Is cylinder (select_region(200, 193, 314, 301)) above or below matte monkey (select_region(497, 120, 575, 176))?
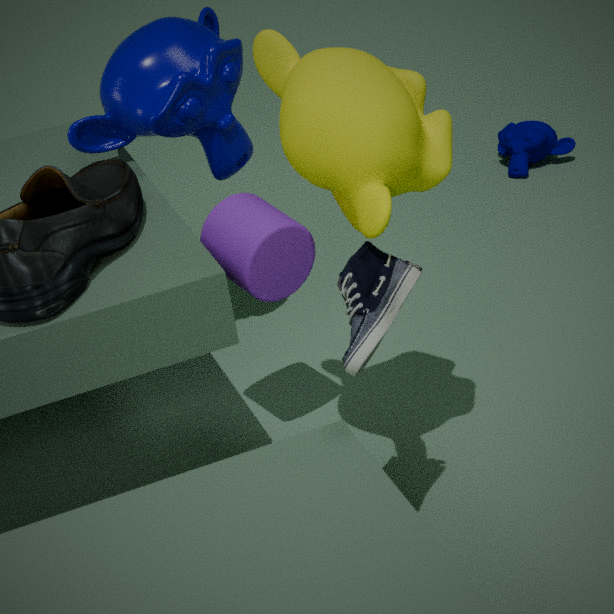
above
